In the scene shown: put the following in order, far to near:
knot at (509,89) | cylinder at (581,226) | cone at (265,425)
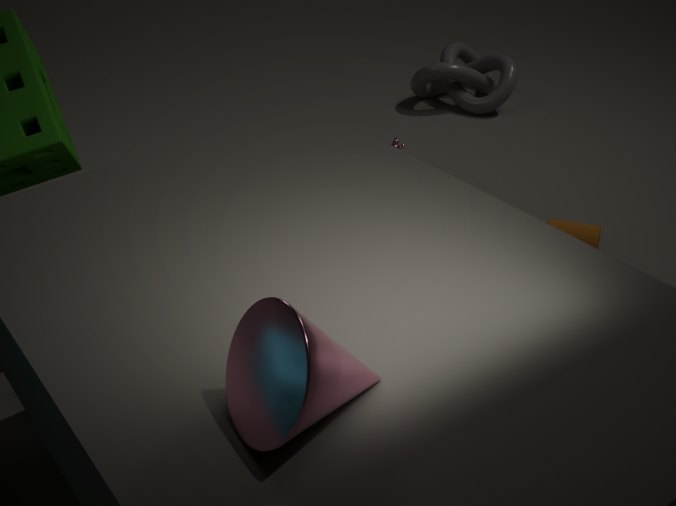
1. knot at (509,89)
2. cylinder at (581,226)
3. cone at (265,425)
